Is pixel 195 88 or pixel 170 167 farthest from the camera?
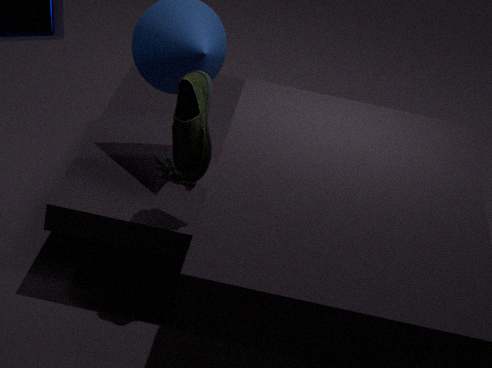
pixel 170 167
